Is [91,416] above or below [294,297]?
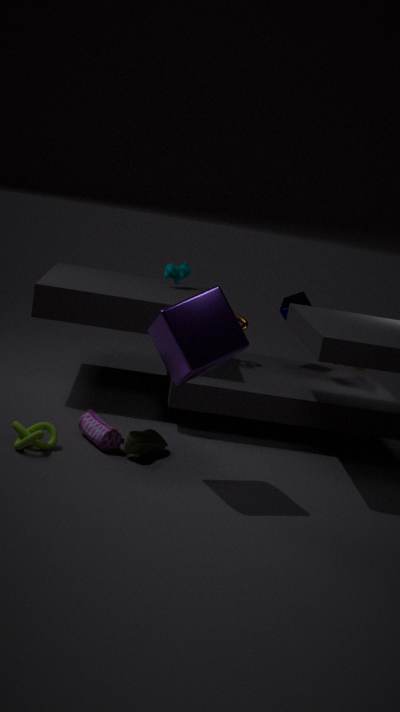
below
